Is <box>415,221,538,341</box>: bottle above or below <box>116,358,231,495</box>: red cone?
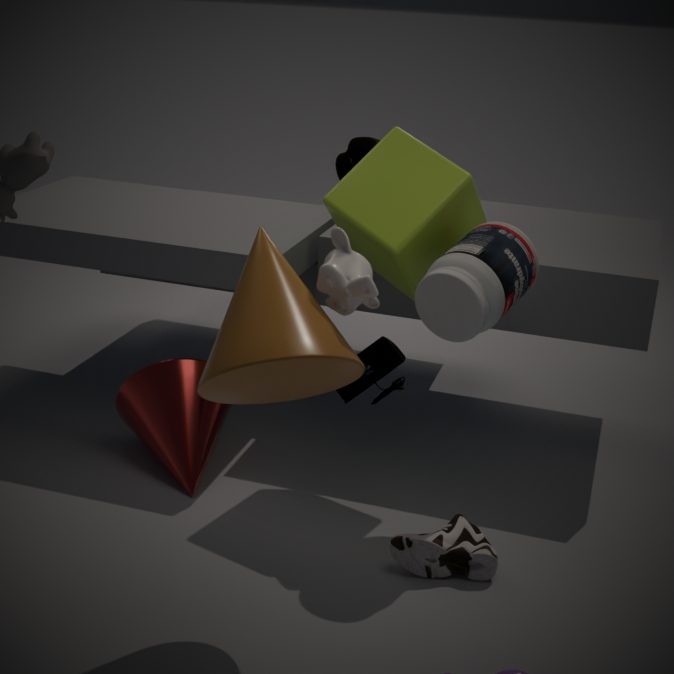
above
